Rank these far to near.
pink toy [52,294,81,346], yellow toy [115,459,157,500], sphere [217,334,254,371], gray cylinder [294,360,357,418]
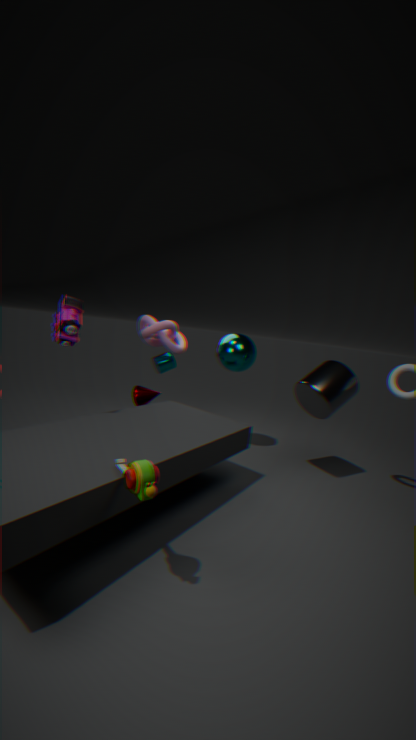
sphere [217,334,254,371] → gray cylinder [294,360,357,418] → pink toy [52,294,81,346] → yellow toy [115,459,157,500]
